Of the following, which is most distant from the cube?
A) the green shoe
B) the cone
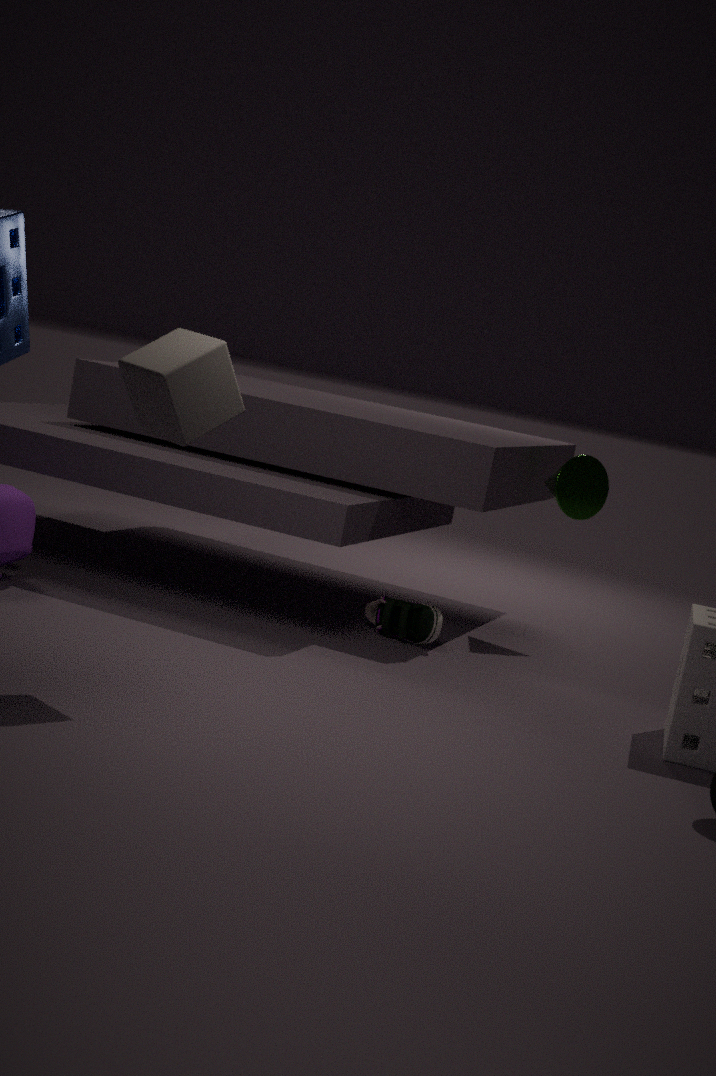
the cone
